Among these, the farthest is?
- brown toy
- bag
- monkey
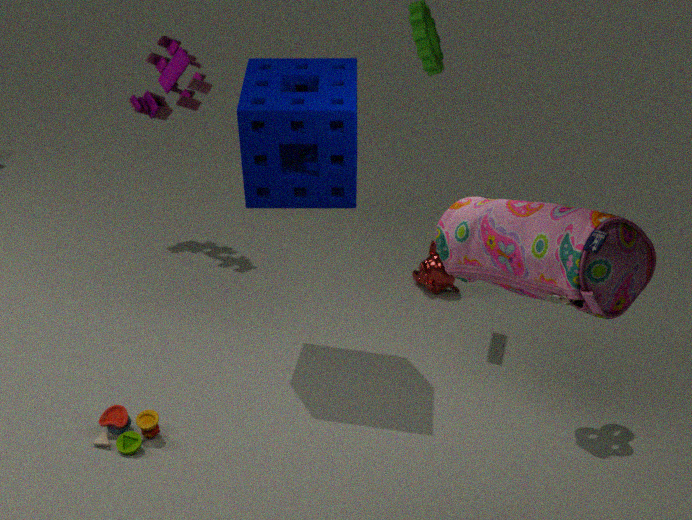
monkey
